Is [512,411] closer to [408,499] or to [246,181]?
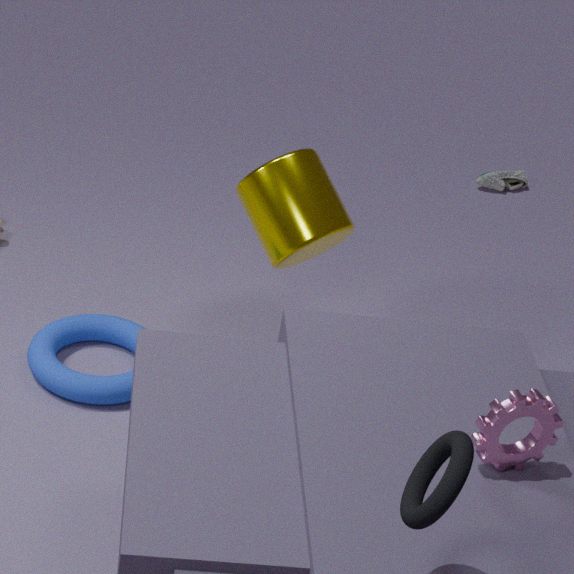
[408,499]
